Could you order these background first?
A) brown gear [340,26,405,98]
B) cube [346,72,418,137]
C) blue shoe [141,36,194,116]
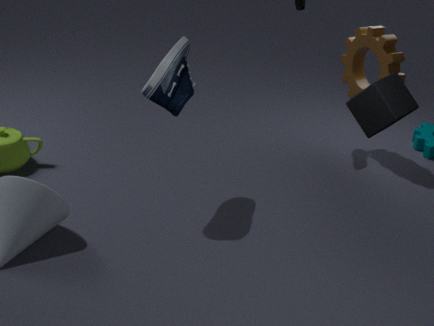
1. brown gear [340,26,405,98]
2. blue shoe [141,36,194,116]
3. cube [346,72,418,137]
